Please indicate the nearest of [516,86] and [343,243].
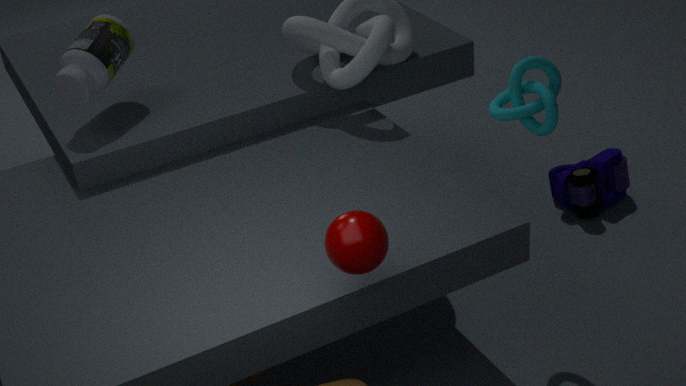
[343,243]
